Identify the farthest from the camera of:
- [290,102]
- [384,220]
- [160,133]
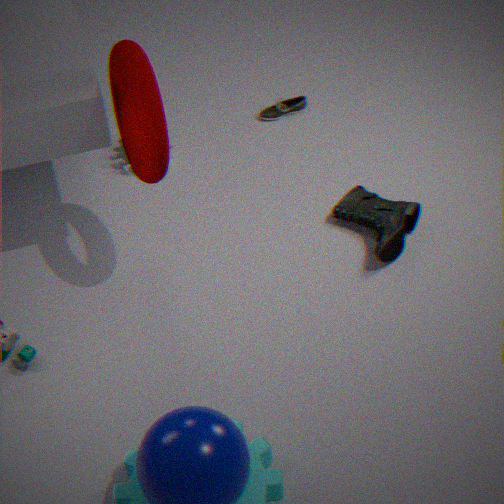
[290,102]
